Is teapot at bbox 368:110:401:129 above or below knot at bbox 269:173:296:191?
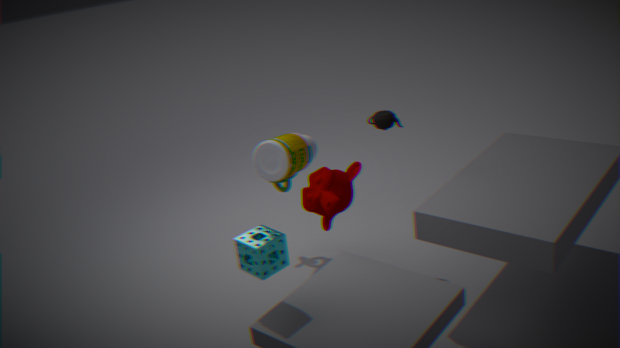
above
